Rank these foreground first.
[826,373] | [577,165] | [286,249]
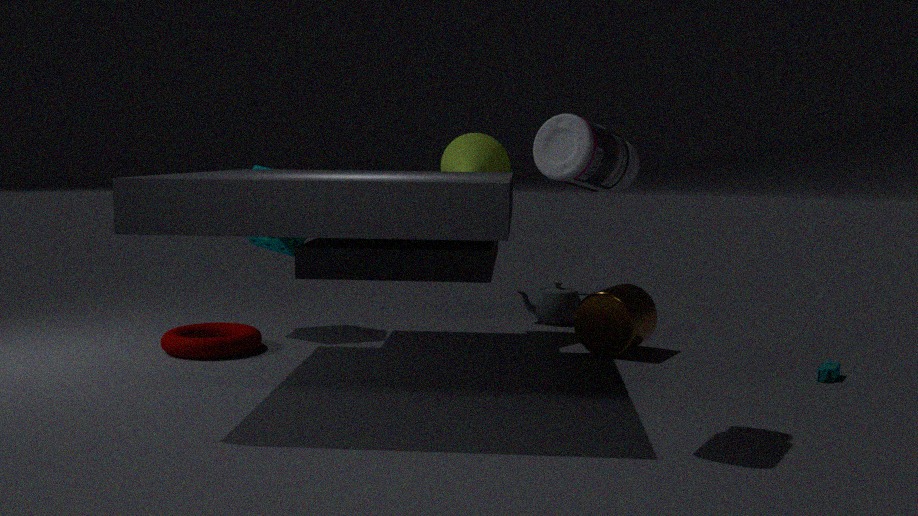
[577,165]
[826,373]
[286,249]
